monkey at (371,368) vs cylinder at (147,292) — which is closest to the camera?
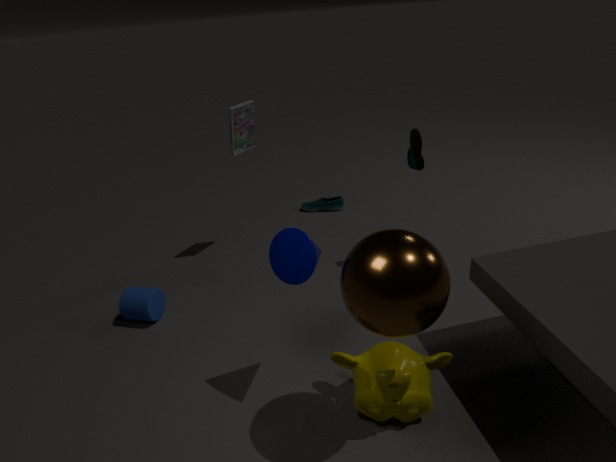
monkey at (371,368)
